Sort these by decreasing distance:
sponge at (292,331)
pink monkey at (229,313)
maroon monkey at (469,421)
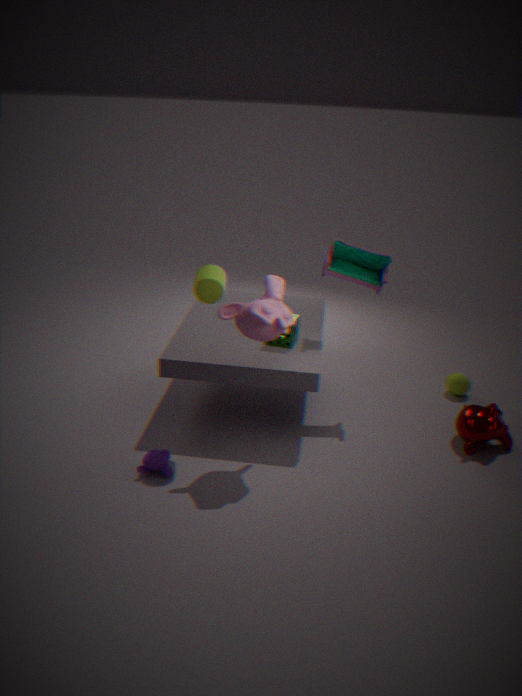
sponge at (292,331) < maroon monkey at (469,421) < pink monkey at (229,313)
